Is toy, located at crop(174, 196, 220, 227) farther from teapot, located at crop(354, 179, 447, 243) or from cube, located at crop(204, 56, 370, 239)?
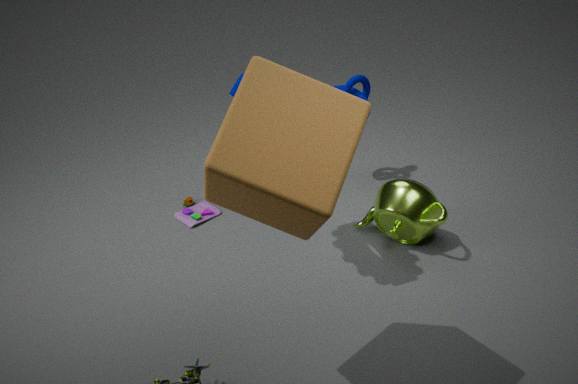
cube, located at crop(204, 56, 370, 239)
